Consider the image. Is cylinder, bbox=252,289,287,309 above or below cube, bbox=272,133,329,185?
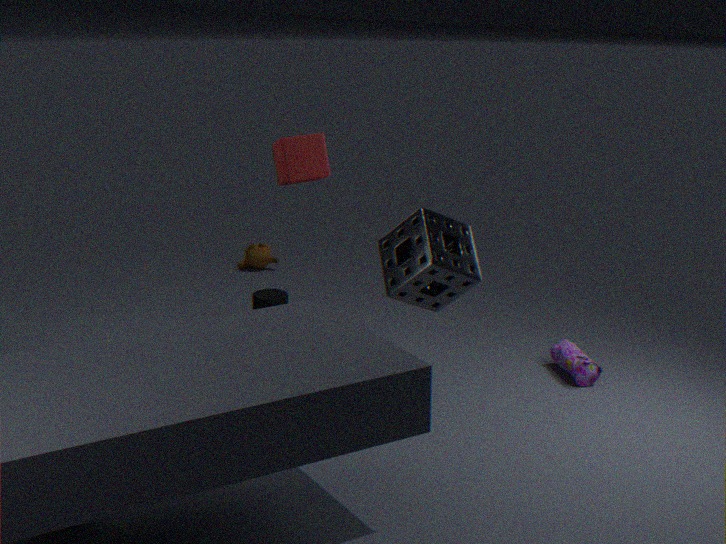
below
